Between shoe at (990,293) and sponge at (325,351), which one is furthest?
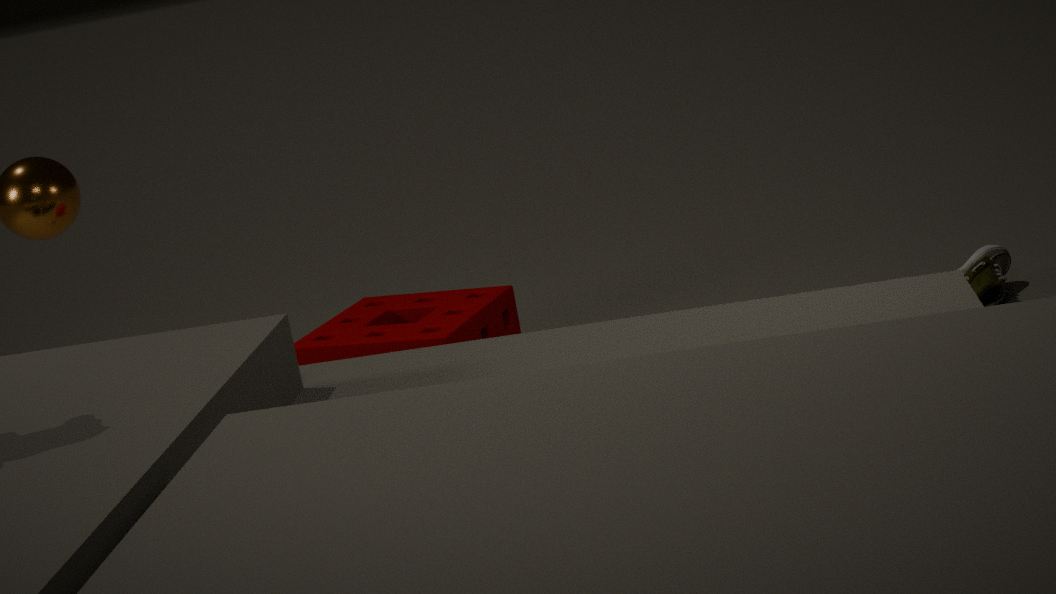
shoe at (990,293)
